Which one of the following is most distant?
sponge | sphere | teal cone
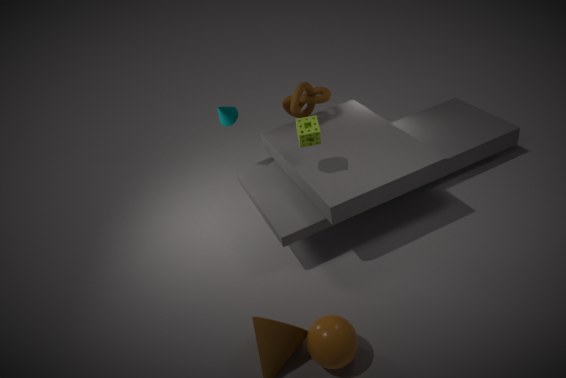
teal cone
